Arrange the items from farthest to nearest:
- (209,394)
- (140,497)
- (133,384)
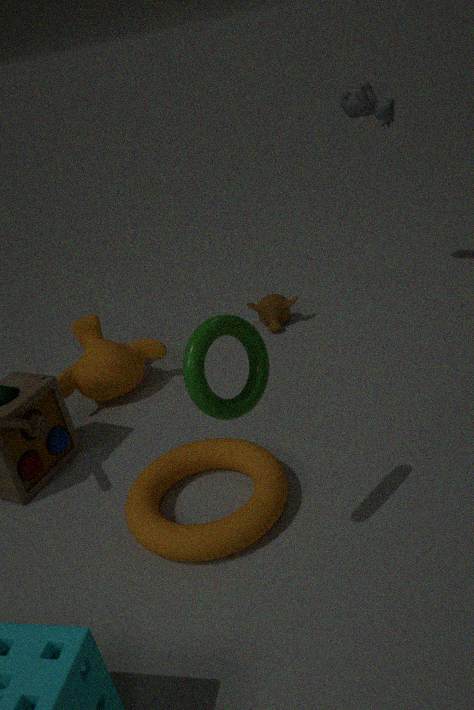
(133,384)
(140,497)
(209,394)
